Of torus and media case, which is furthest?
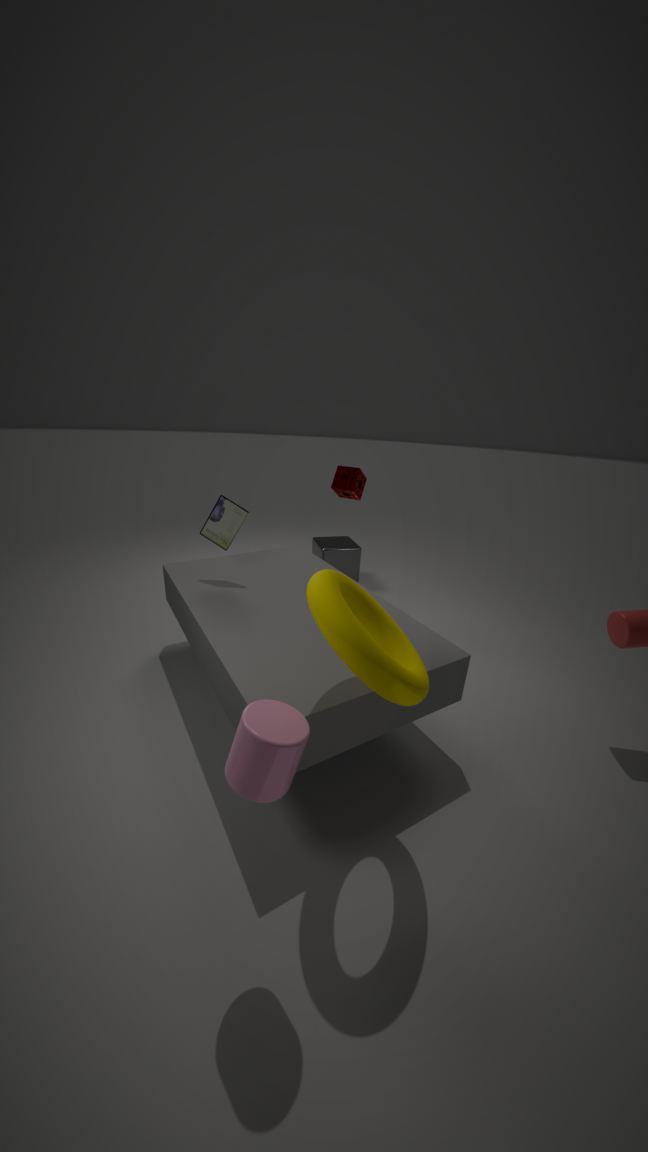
media case
